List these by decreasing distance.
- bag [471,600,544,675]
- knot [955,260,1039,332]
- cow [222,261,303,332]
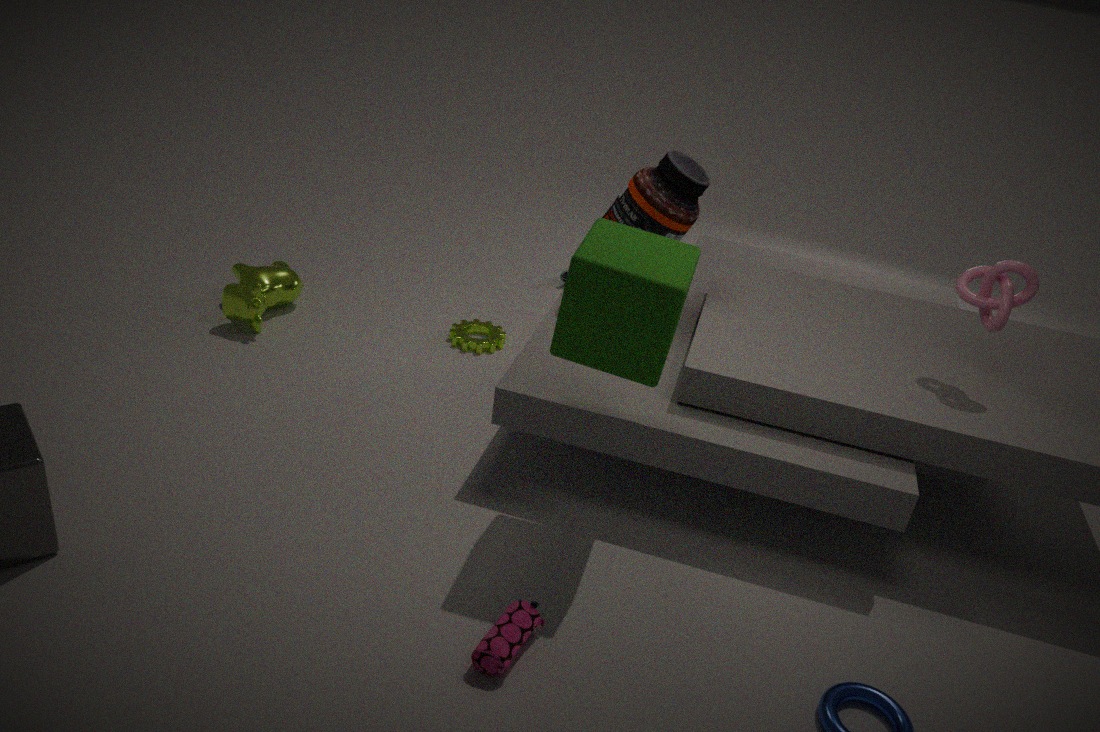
cow [222,261,303,332] → knot [955,260,1039,332] → bag [471,600,544,675]
